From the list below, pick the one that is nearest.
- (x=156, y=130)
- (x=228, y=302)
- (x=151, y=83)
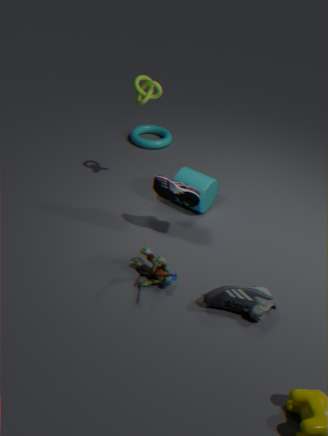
(x=228, y=302)
